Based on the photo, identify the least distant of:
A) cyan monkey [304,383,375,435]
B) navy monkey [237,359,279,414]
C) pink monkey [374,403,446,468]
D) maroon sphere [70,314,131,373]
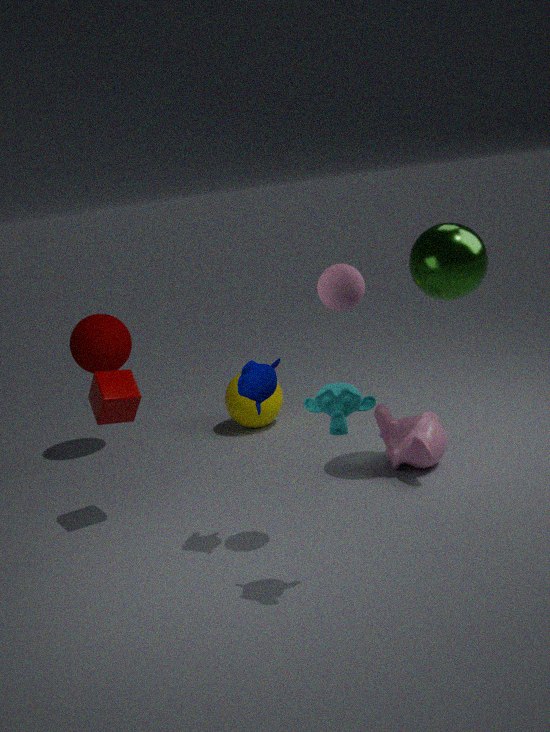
cyan monkey [304,383,375,435]
